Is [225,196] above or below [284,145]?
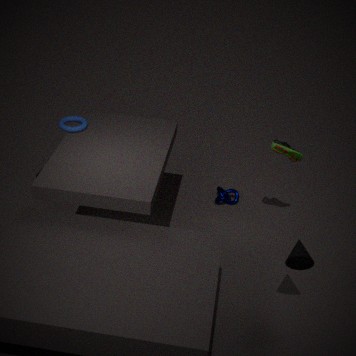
below
